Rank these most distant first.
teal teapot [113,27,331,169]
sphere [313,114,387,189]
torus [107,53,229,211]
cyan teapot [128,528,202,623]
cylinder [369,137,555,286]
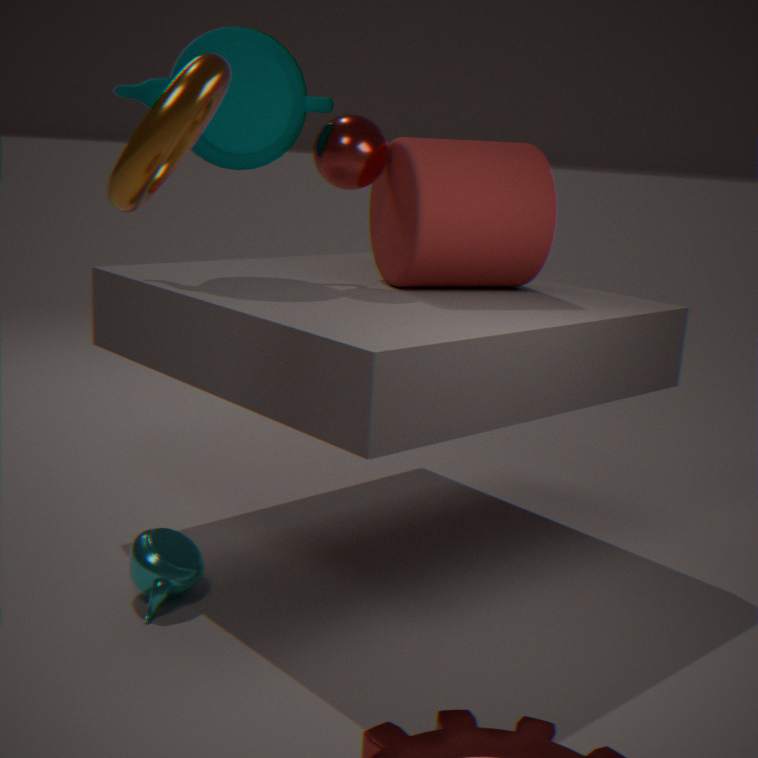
sphere [313,114,387,189] < teal teapot [113,27,331,169] < cylinder [369,137,555,286] < cyan teapot [128,528,202,623] < torus [107,53,229,211]
